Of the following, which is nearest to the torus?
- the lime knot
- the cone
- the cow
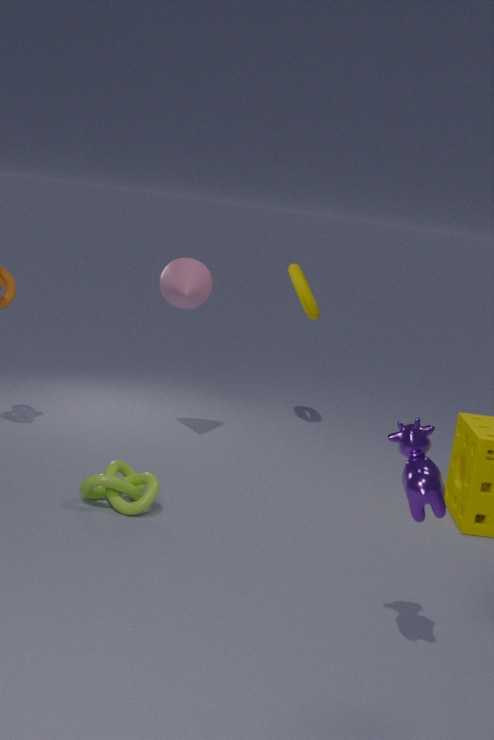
the cone
